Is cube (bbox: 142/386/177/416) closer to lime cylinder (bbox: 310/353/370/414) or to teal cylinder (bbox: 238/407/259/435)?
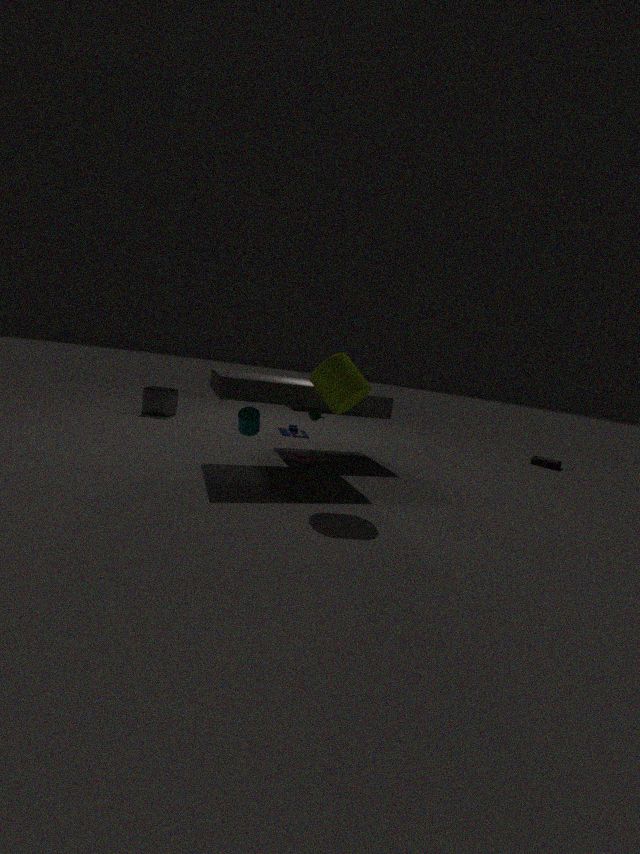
teal cylinder (bbox: 238/407/259/435)
